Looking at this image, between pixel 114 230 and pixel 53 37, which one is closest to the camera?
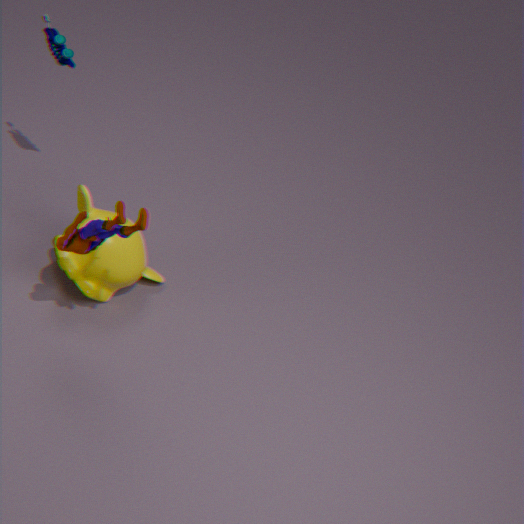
pixel 114 230
